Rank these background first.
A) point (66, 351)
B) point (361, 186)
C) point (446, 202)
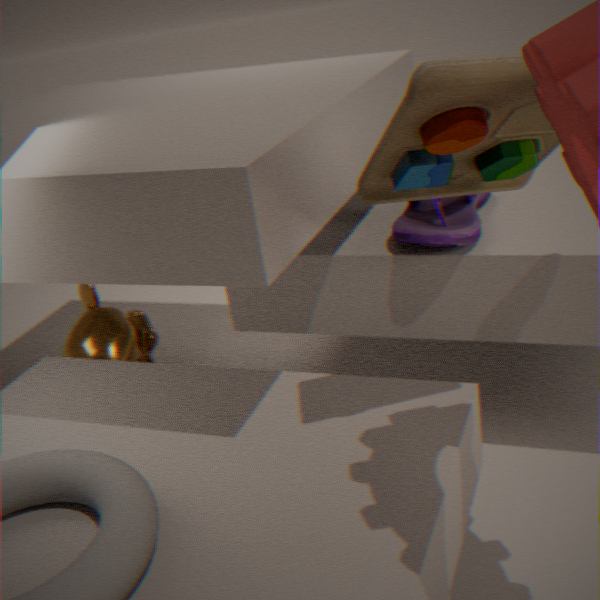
point (66, 351), point (446, 202), point (361, 186)
